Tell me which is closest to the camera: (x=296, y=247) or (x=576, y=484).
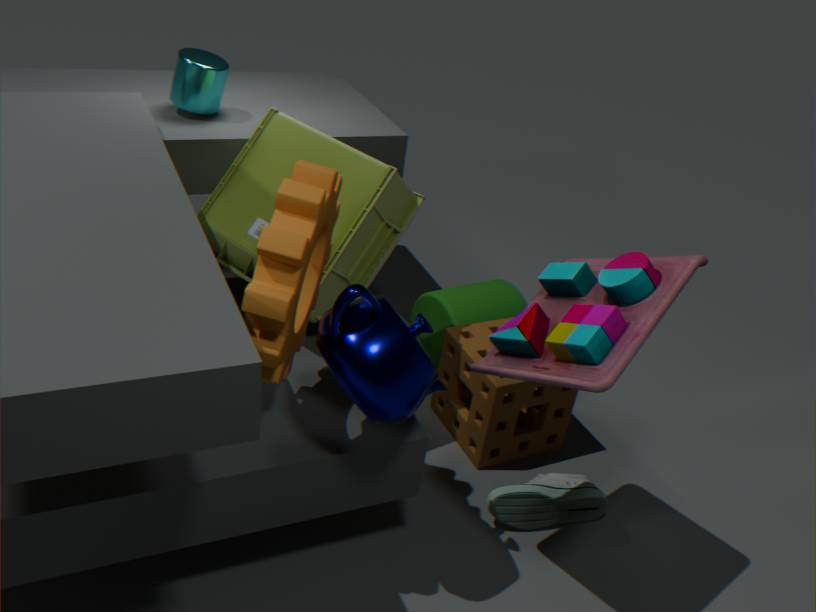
(x=296, y=247)
